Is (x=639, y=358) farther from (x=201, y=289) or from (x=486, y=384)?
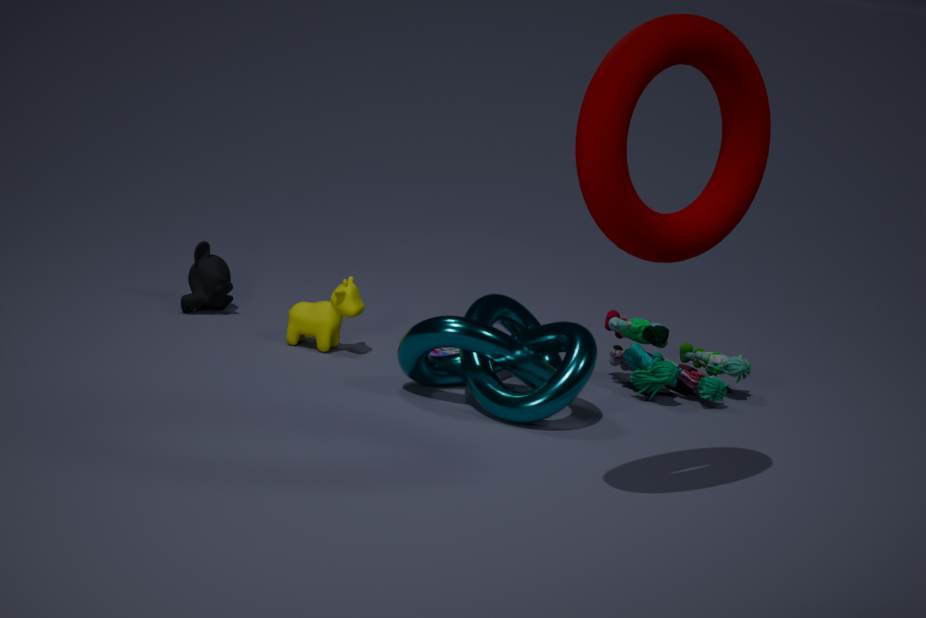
(x=201, y=289)
